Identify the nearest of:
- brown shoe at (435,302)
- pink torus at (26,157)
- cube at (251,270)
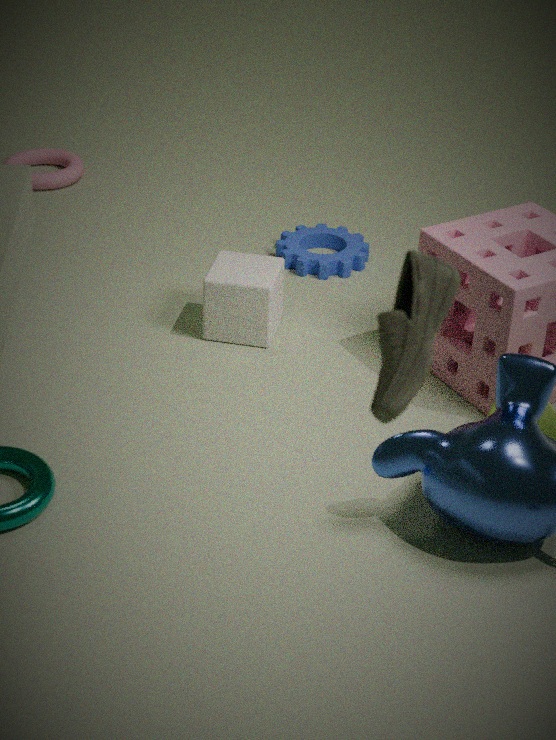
brown shoe at (435,302)
